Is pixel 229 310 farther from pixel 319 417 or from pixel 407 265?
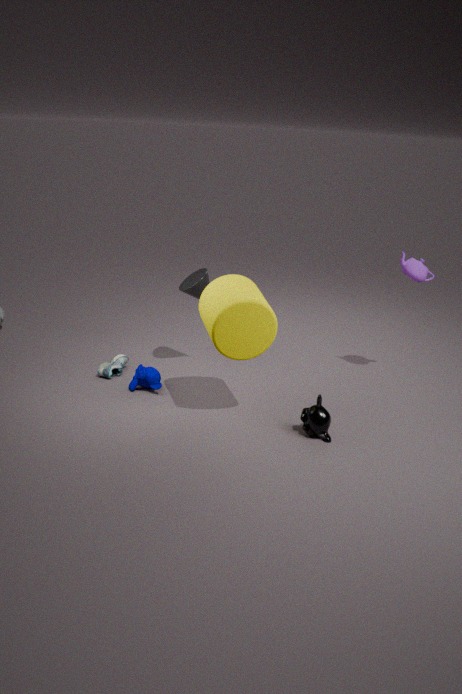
pixel 407 265
